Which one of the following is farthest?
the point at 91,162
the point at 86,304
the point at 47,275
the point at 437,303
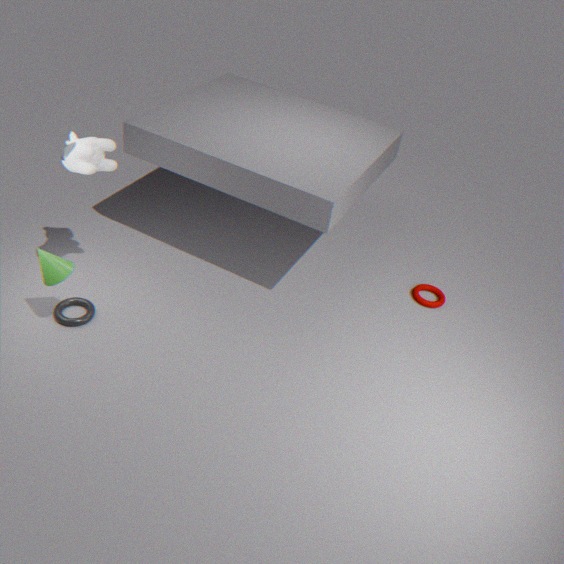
the point at 437,303
